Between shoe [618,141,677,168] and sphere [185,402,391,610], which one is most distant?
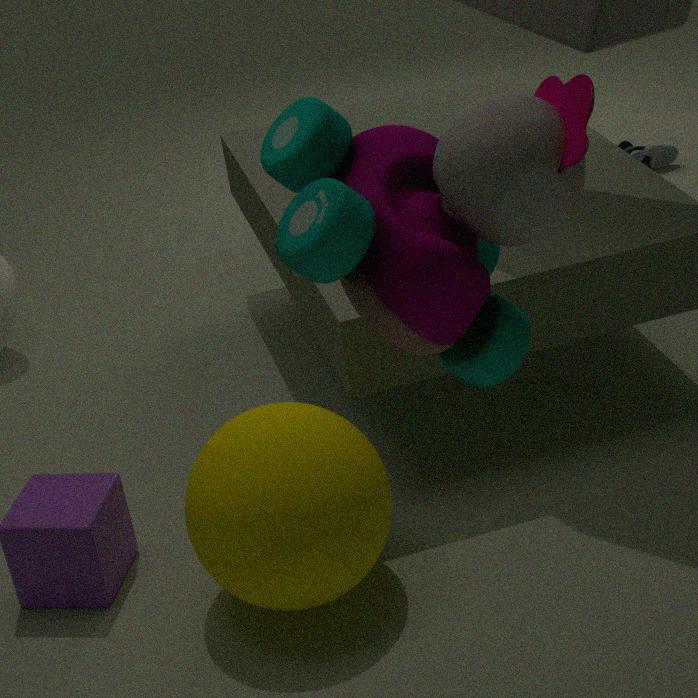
shoe [618,141,677,168]
